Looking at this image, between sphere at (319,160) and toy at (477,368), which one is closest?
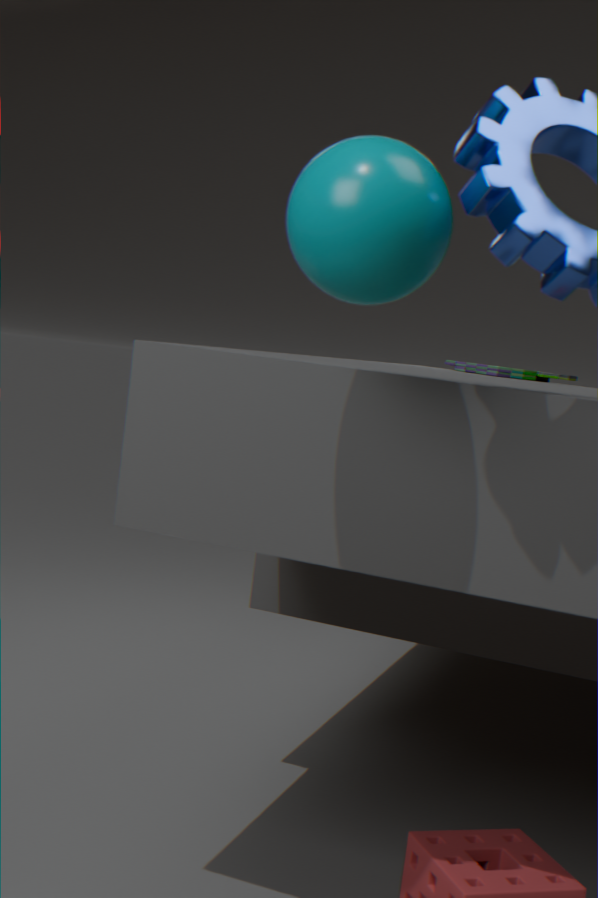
sphere at (319,160)
